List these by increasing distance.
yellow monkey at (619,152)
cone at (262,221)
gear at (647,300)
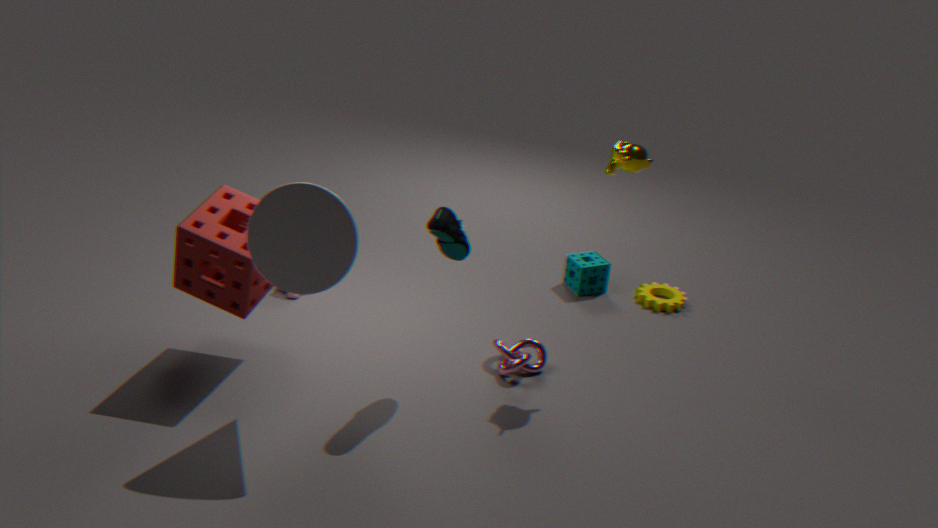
1. cone at (262,221)
2. yellow monkey at (619,152)
3. gear at (647,300)
